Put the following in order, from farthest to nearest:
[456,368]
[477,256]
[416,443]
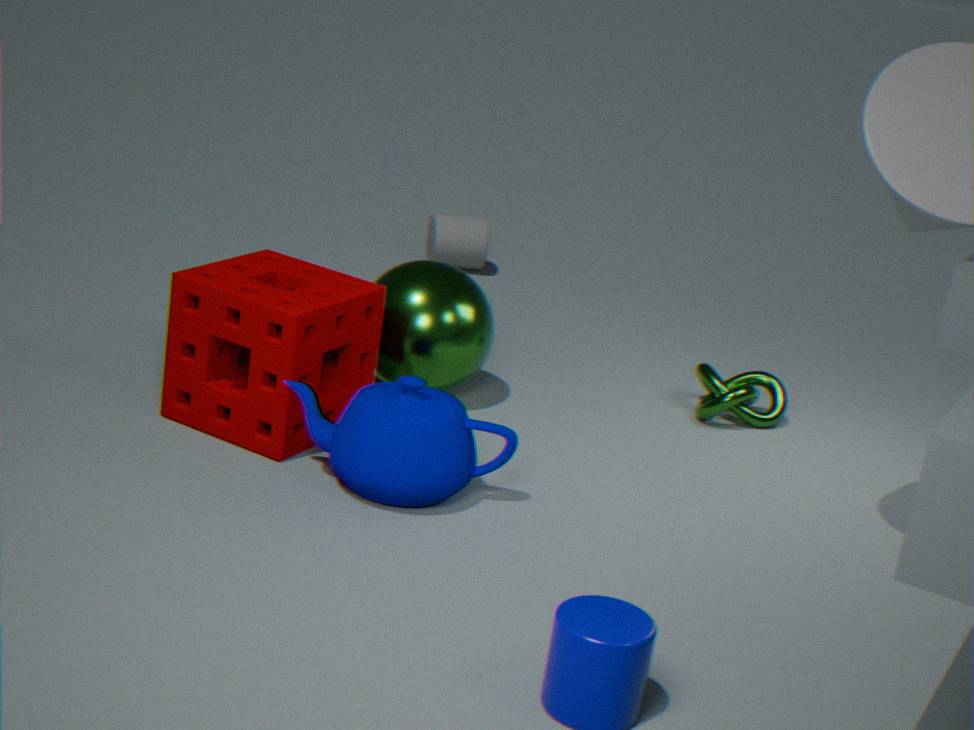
[477,256], [456,368], [416,443]
